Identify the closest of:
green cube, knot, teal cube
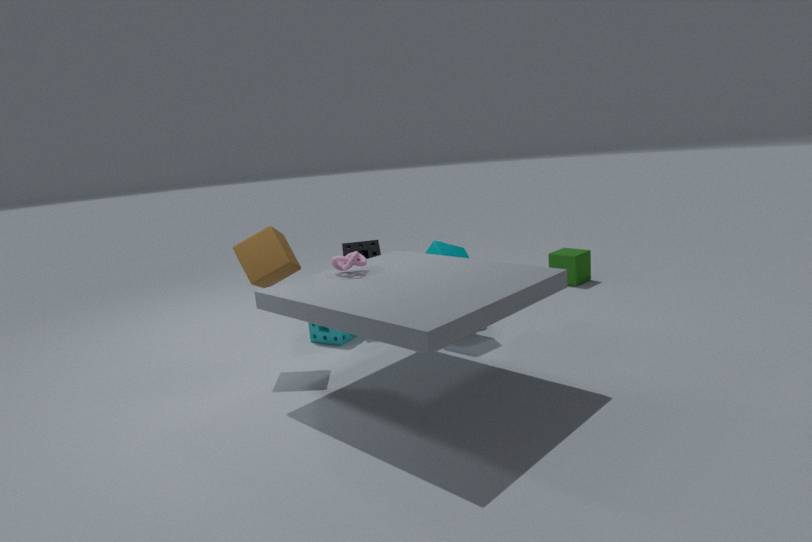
knot
